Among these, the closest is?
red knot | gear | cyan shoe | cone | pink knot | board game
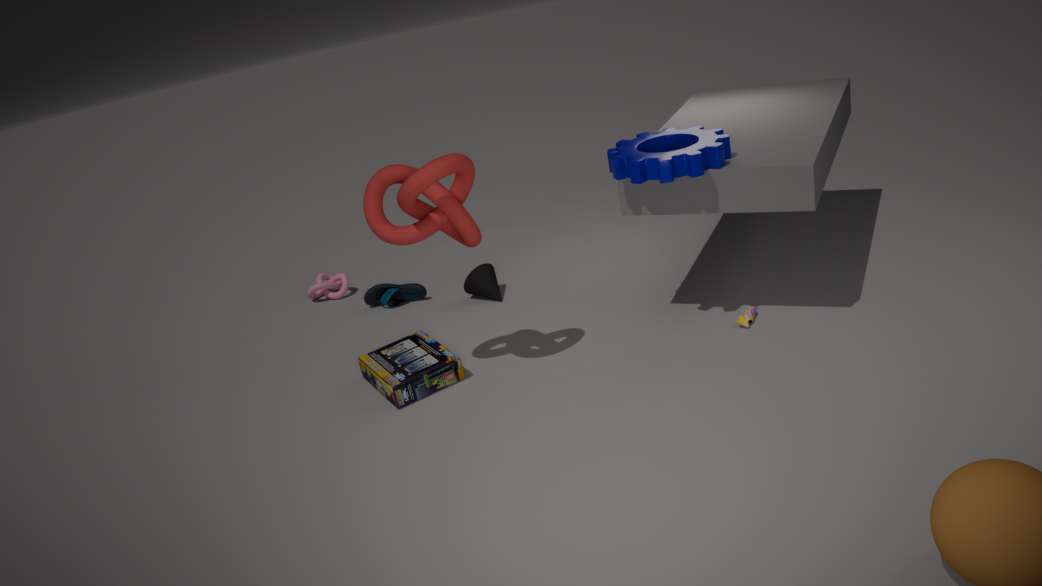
red knot
